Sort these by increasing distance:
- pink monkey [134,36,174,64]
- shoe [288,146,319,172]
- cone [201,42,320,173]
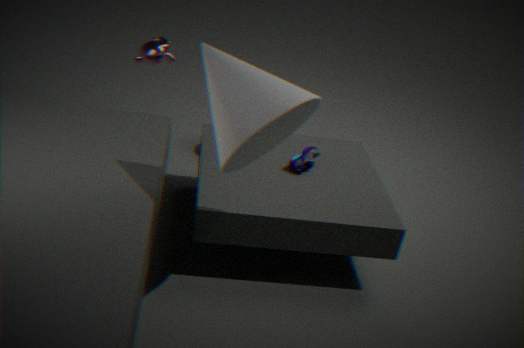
cone [201,42,320,173]
shoe [288,146,319,172]
pink monkey [134,36,174,64]
